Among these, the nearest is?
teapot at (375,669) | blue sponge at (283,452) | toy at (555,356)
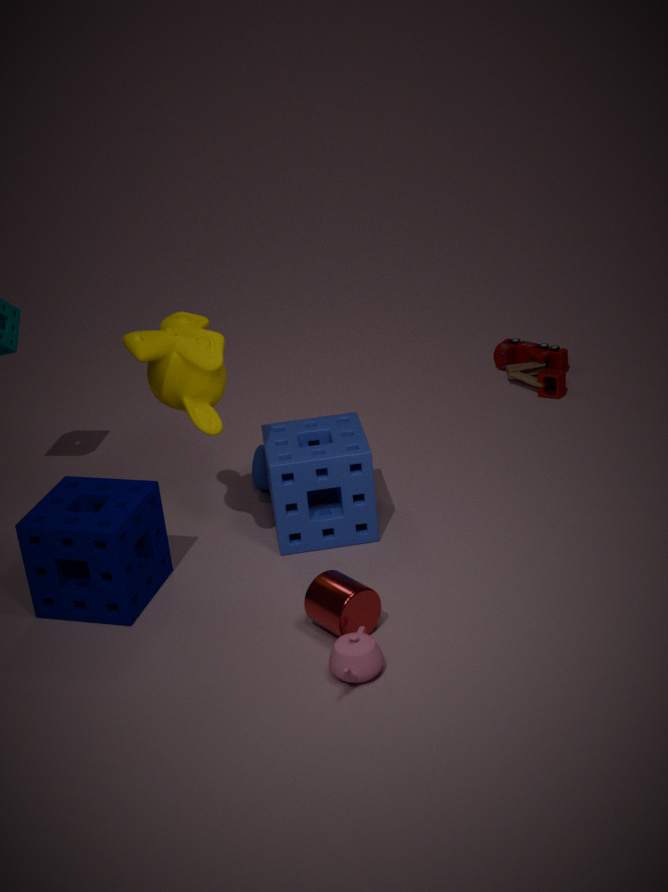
teapot at (375,669)
